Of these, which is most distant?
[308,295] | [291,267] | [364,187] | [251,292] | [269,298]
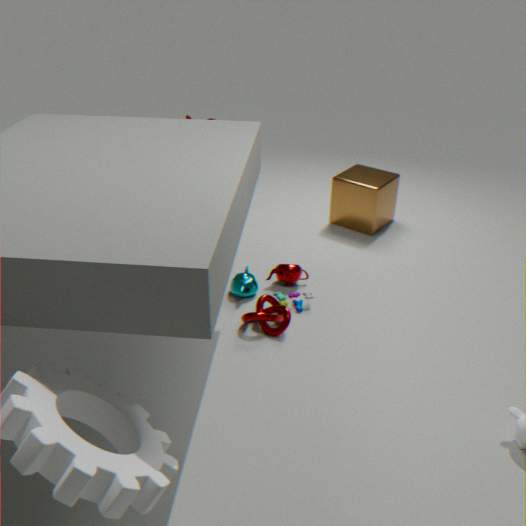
[364,187]
